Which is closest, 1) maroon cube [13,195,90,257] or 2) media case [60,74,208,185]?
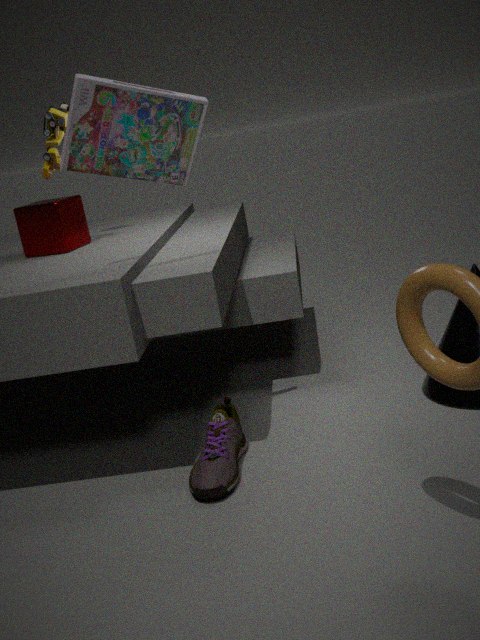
2. media case [60,74,208,185]
